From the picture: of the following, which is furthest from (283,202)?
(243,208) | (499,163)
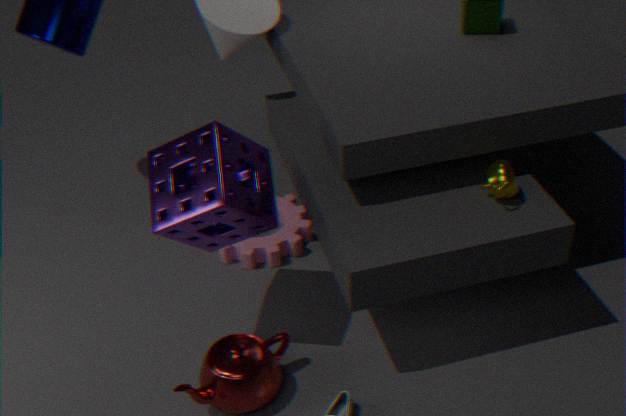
(499,163)
